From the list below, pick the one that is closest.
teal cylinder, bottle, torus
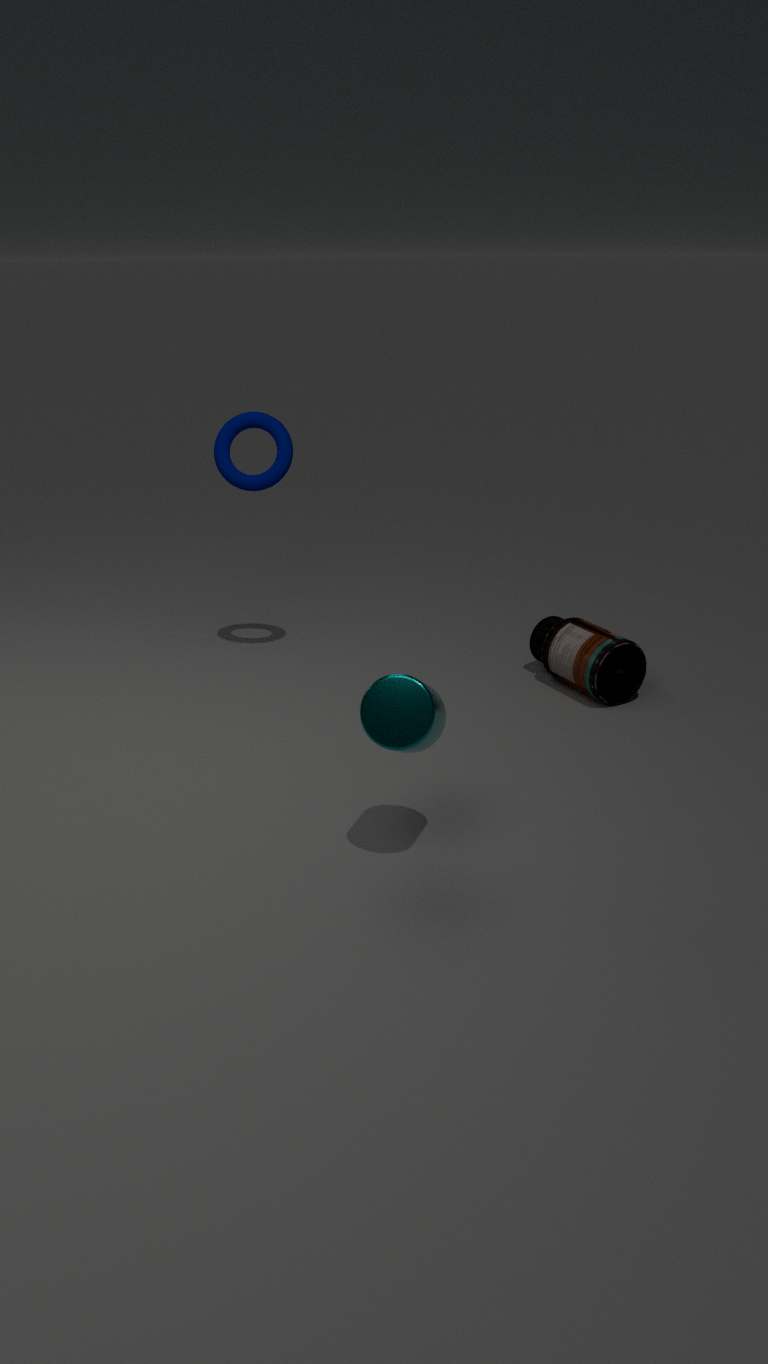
teal cylinder
